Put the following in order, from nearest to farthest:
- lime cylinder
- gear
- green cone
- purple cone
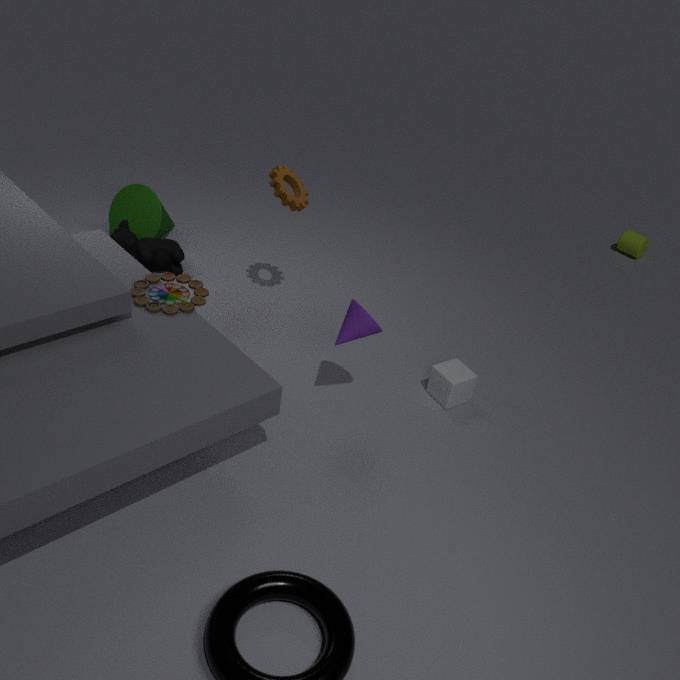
purple cone → gear → green cone → lime cylinder
